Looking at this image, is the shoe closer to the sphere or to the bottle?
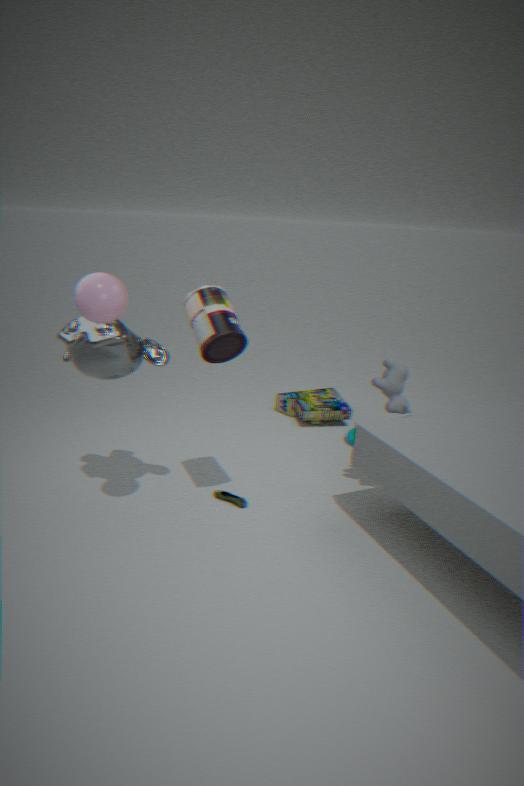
the bottle
